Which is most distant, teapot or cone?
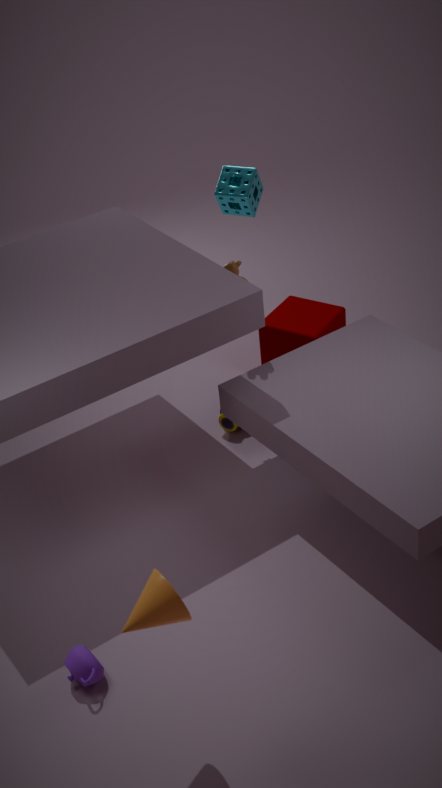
teapot
